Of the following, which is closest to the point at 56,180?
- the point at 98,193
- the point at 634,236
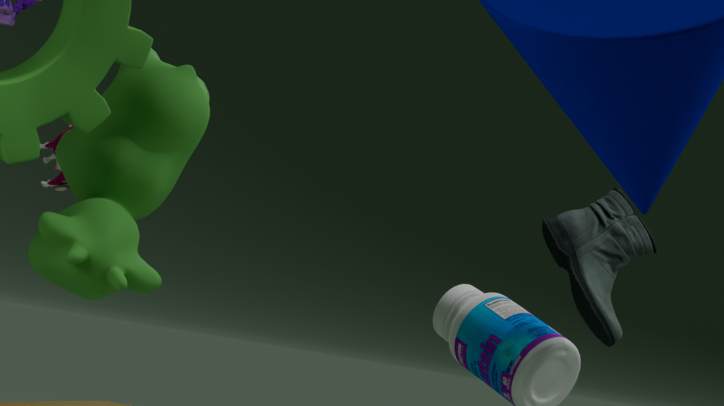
the point at 98,193
